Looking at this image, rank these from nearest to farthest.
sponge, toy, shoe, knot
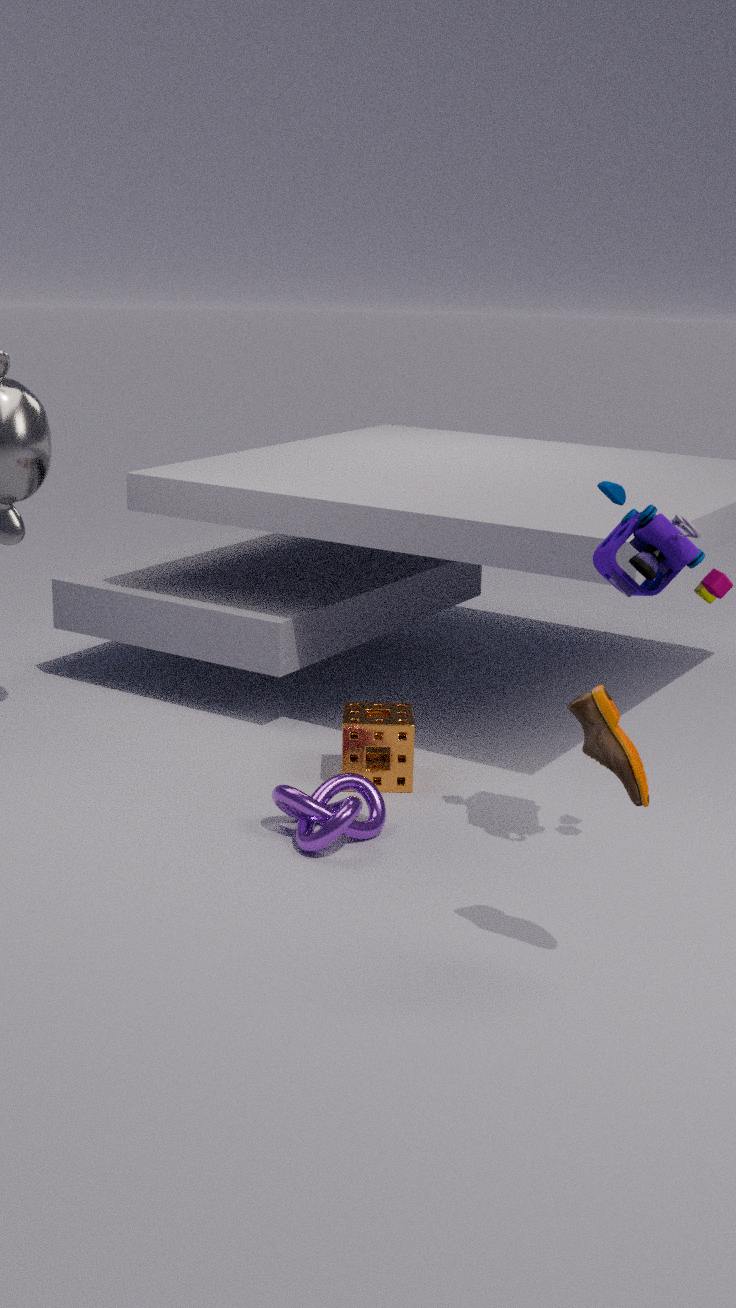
shoe → toy → knot → sponge
